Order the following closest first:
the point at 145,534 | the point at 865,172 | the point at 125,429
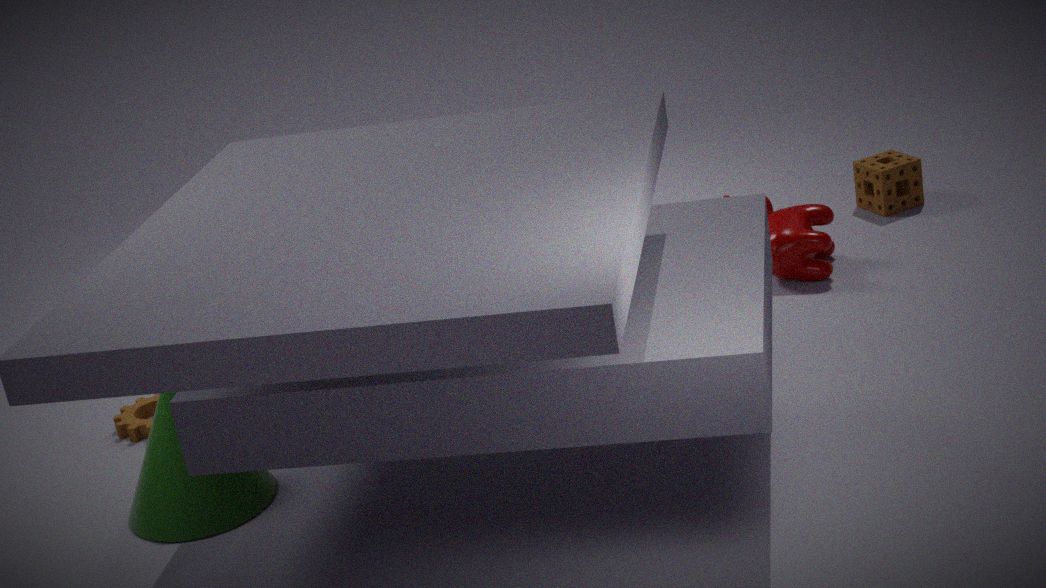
the point at 145,534 → the point at 125,429 → the point at 865,172
